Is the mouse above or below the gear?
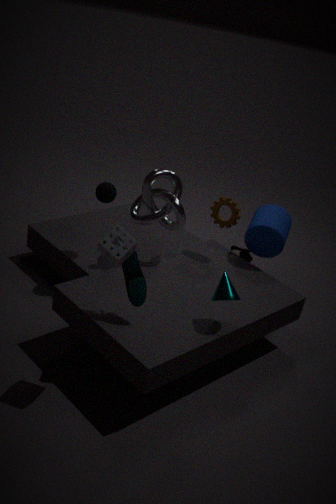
below
